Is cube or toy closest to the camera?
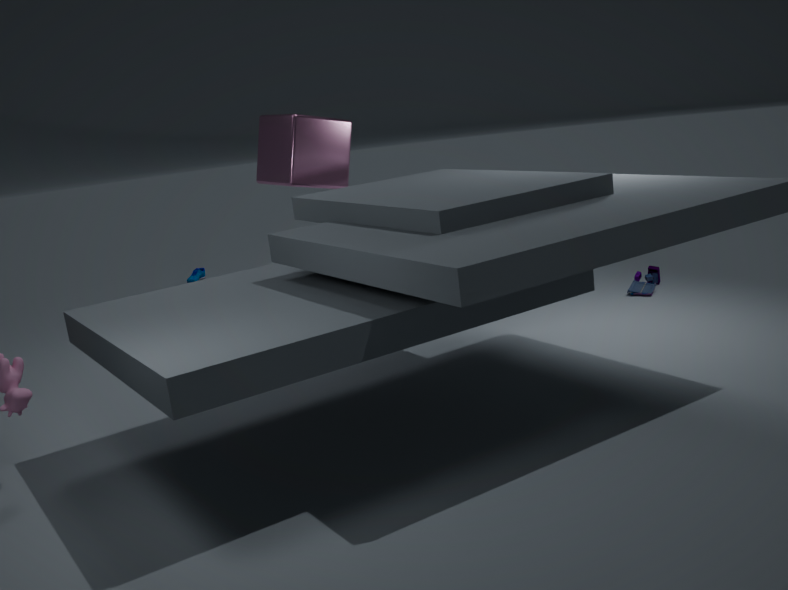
cube
